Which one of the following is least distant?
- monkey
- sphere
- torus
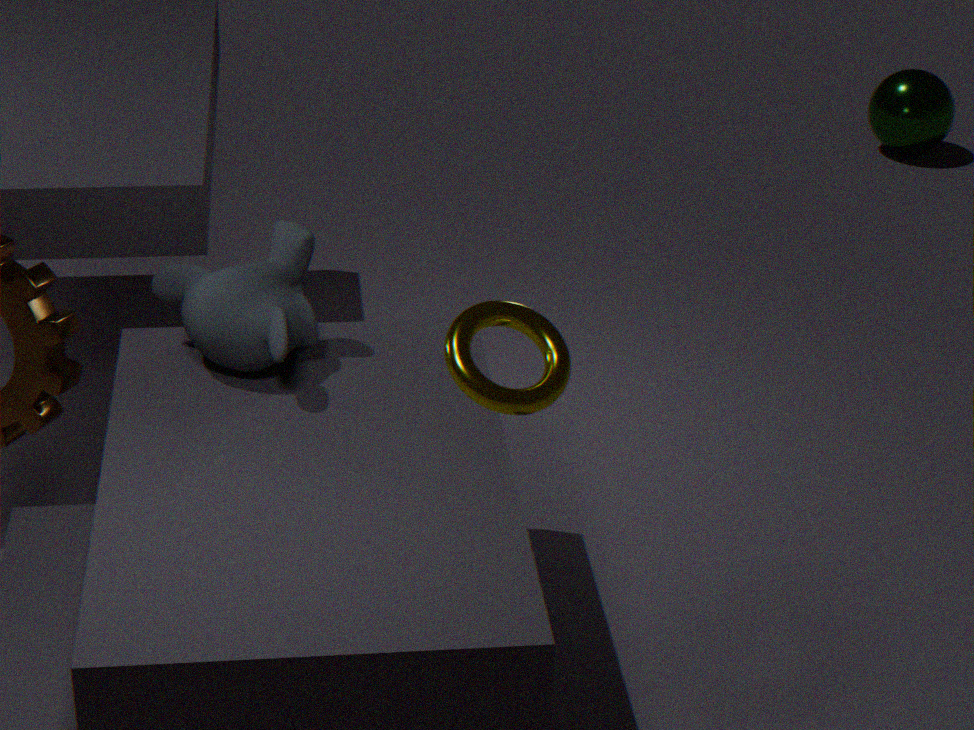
torus
